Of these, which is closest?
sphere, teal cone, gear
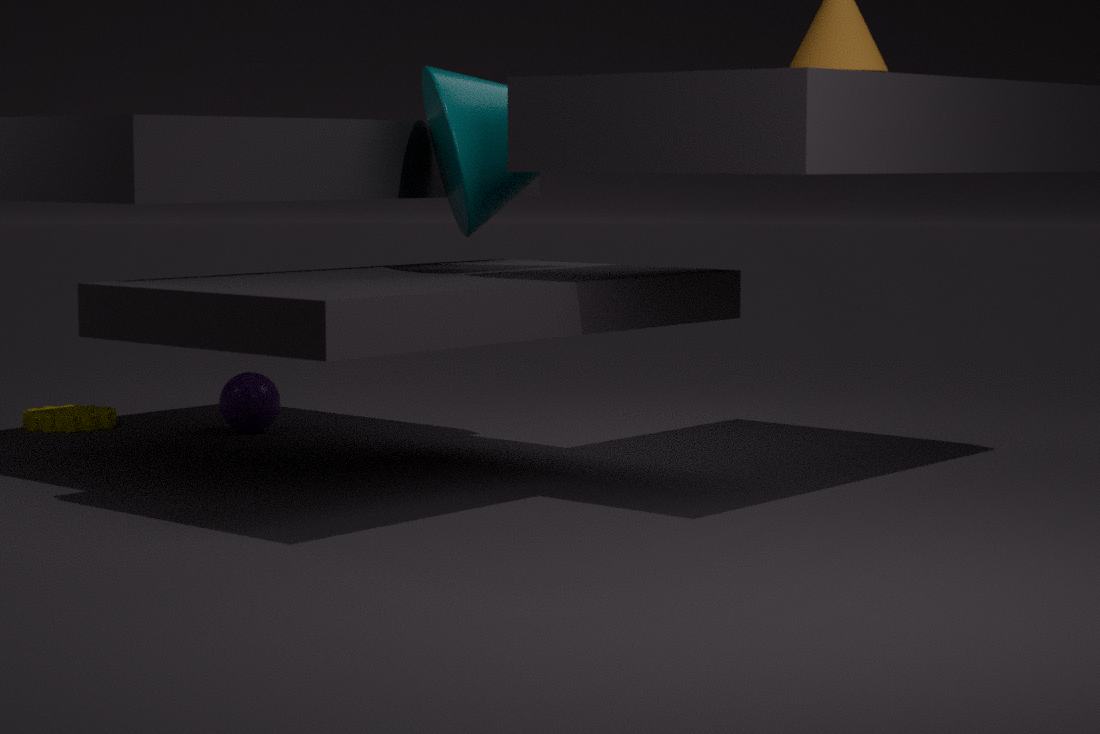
teal cone
